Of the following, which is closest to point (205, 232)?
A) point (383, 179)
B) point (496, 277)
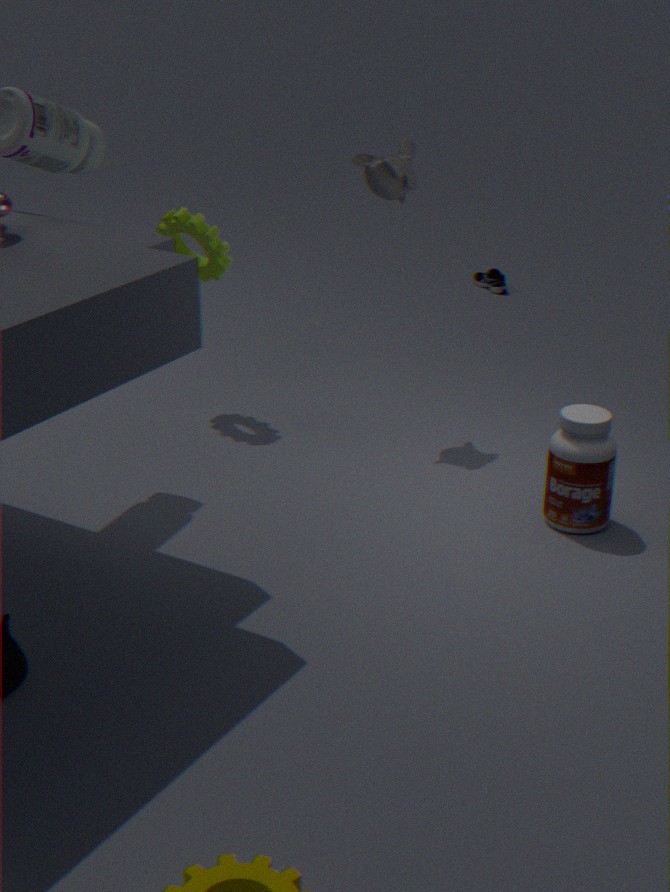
point (383, 179)
